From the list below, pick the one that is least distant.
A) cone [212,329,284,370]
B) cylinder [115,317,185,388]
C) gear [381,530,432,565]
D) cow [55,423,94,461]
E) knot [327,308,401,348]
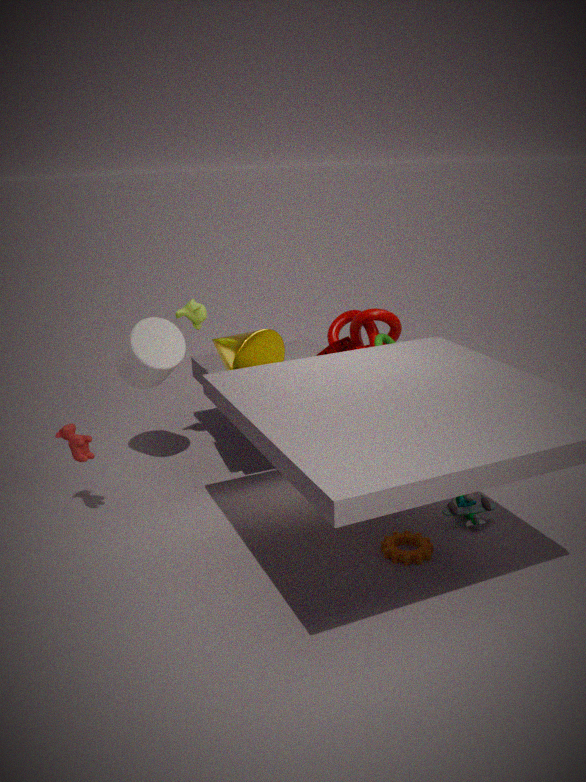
gear [381,530,432,565]
